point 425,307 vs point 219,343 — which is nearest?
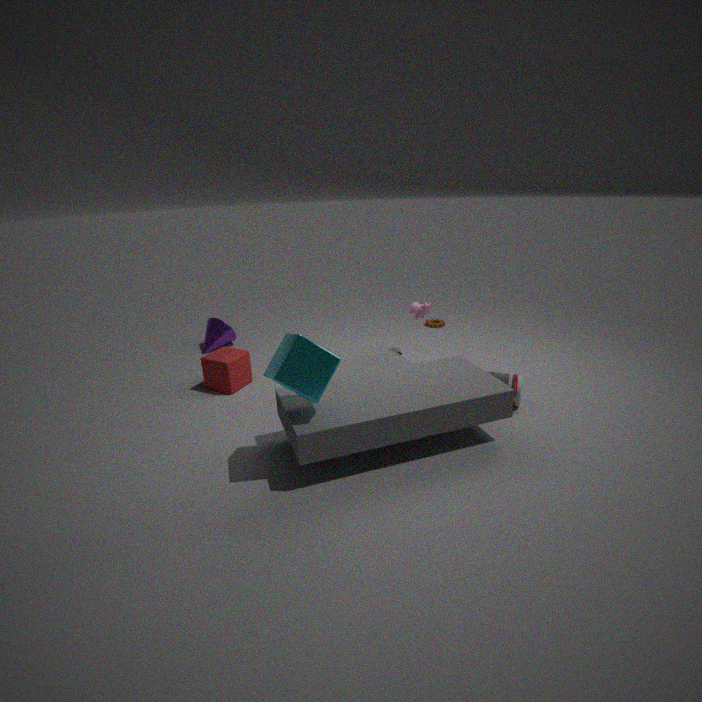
point 425,307
